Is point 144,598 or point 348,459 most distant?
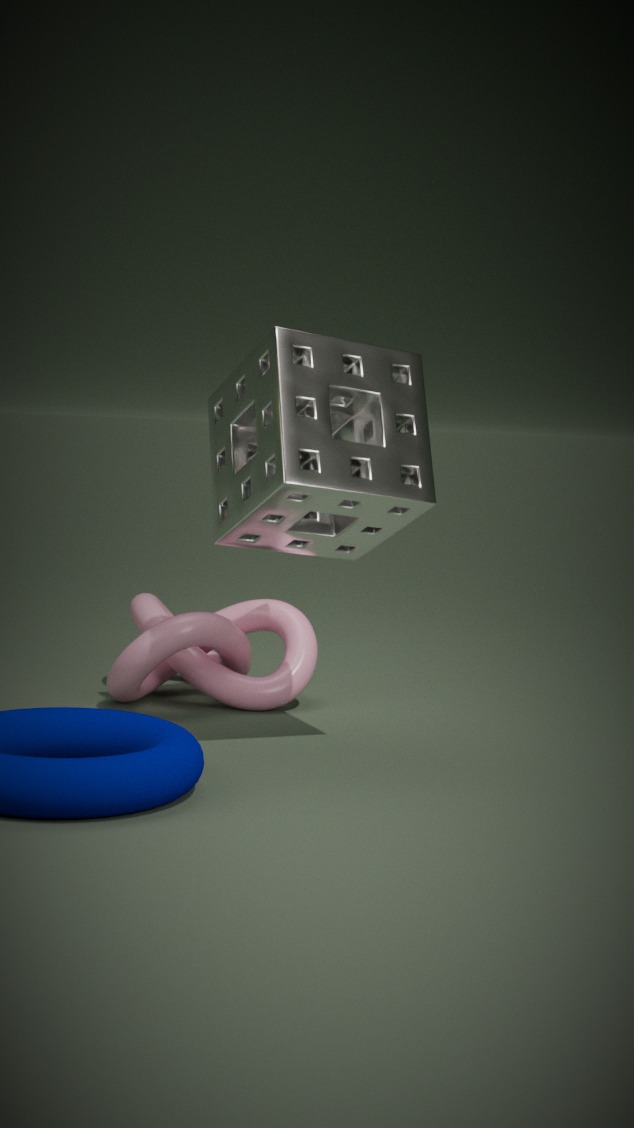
point 144,598
